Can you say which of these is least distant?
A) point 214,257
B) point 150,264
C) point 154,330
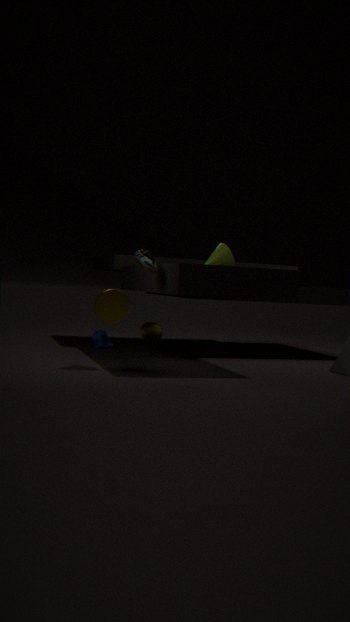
point 150,264
